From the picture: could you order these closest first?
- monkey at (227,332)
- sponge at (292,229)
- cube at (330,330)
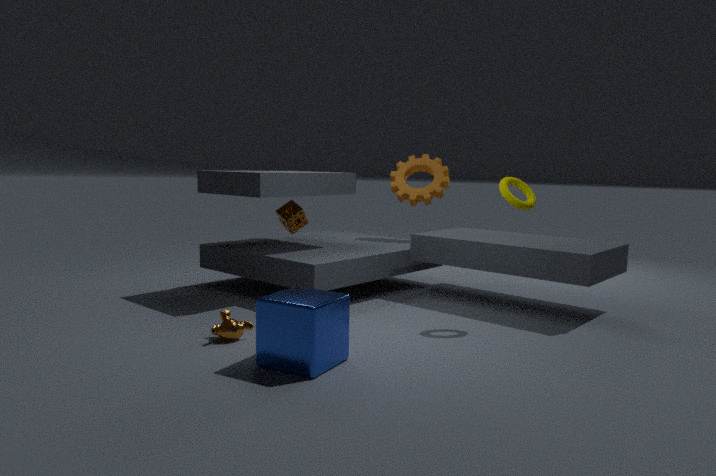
cube at (330,330) < monkey at (227,332) < sponge at (292,229)
